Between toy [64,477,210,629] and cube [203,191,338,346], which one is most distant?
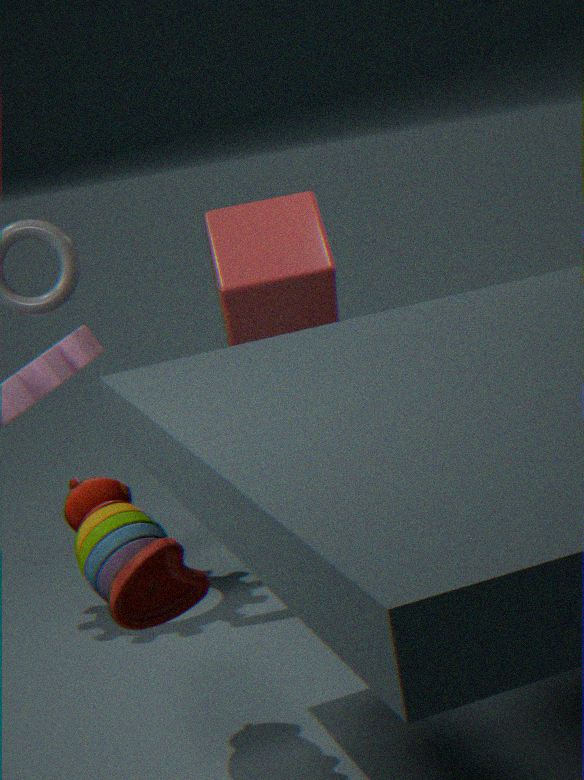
cube [203,191,338,346]
